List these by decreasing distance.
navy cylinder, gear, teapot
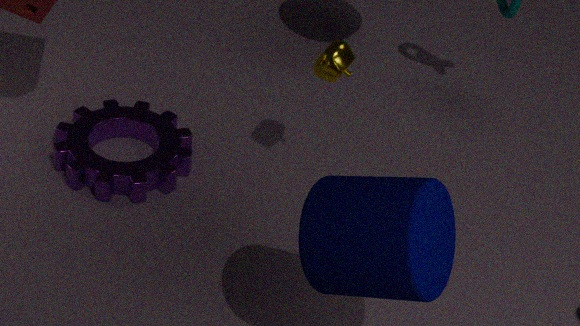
gear, teapot, navy cylinder
